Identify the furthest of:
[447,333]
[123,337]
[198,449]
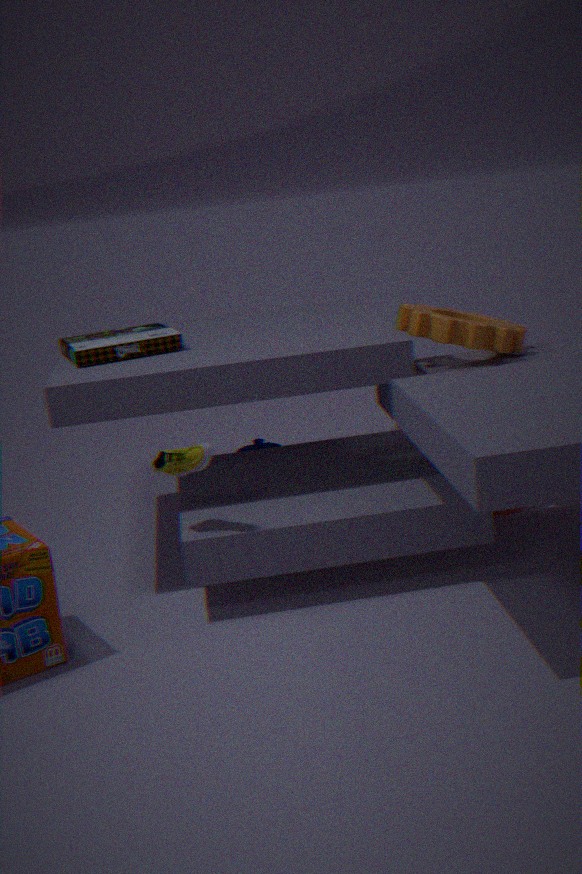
Answer: [123,337]
